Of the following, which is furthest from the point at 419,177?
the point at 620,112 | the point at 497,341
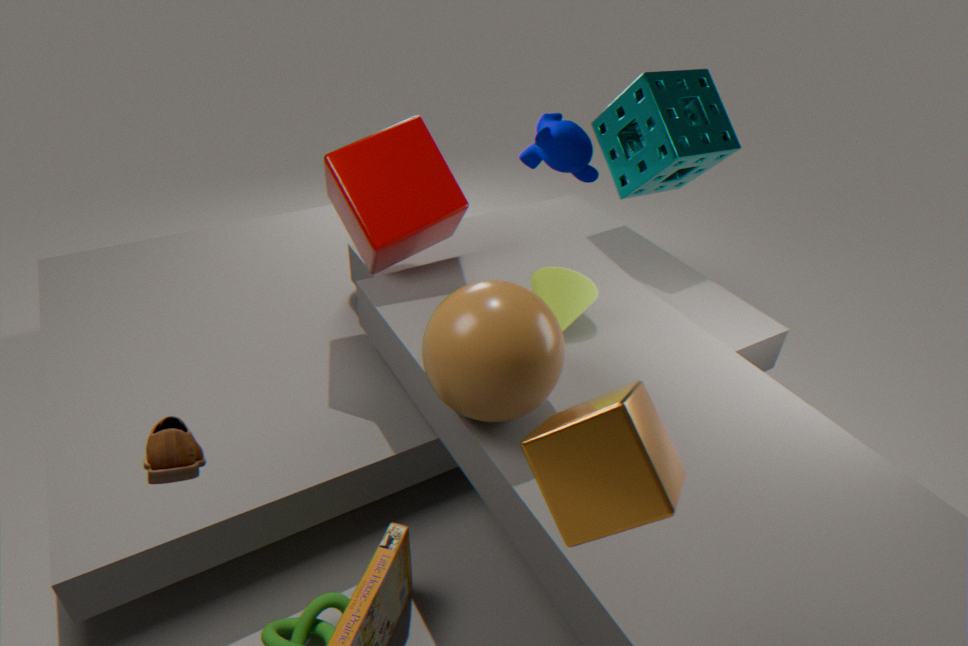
the point at 620,112
